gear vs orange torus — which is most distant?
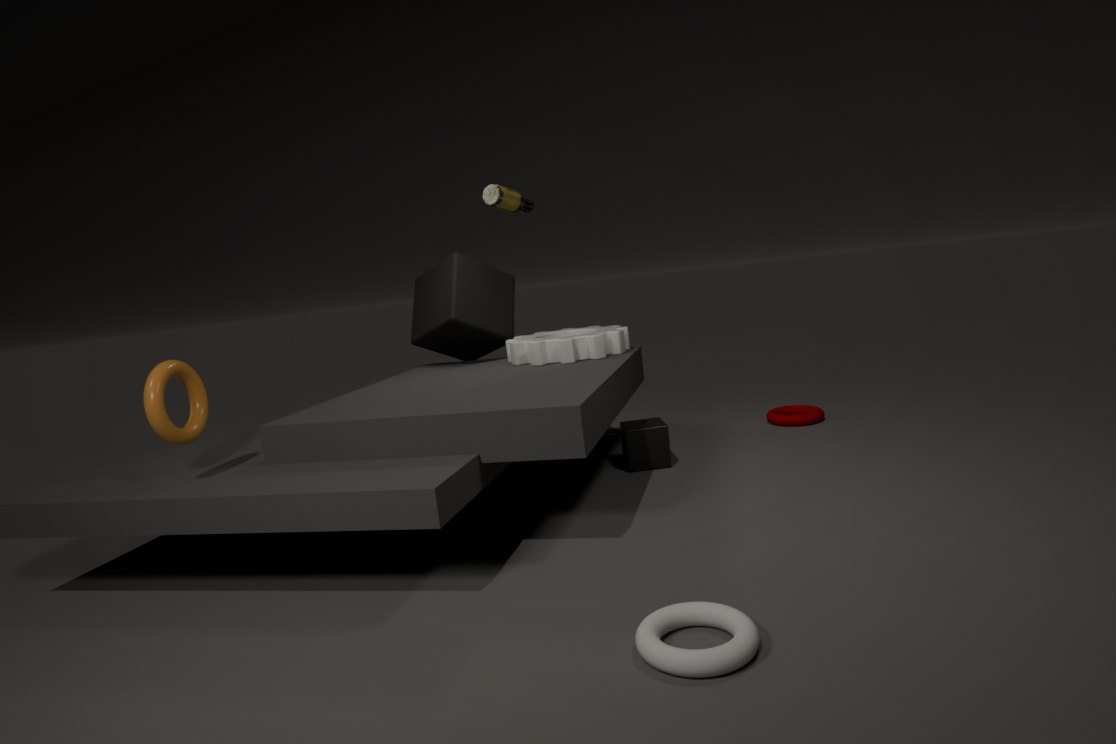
gear
